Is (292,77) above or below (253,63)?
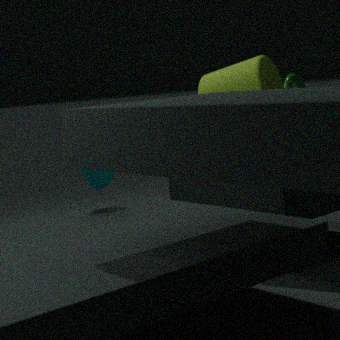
below
